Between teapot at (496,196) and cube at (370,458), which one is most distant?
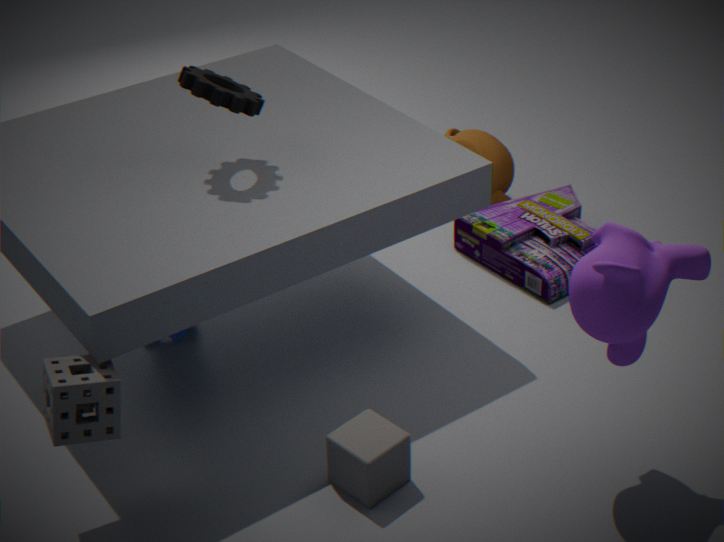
teapot at (496,196)
